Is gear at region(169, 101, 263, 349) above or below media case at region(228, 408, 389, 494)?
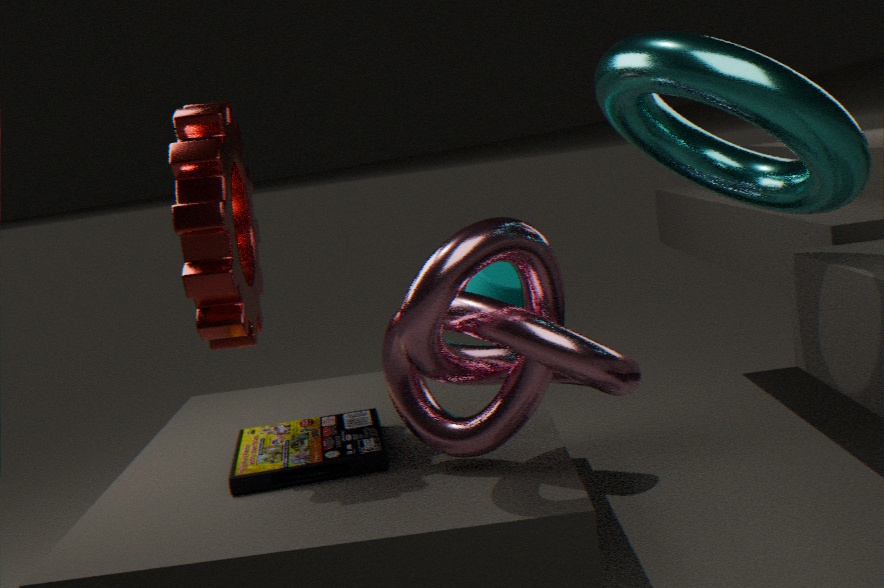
above
